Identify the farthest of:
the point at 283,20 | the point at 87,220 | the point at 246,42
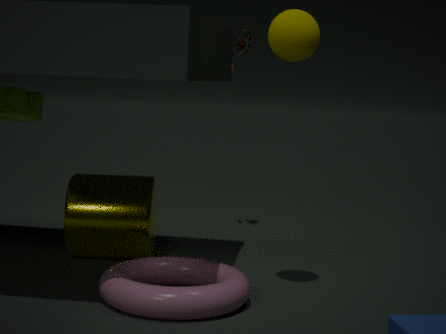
the point at 246,42
